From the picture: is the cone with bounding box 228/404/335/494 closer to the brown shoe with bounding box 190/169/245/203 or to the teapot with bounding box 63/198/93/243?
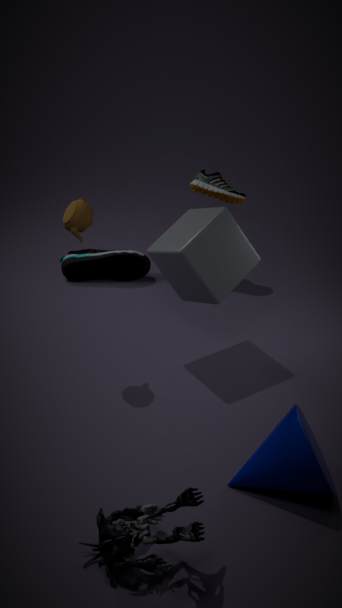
the teapot with bounding box 63/198/93/243
